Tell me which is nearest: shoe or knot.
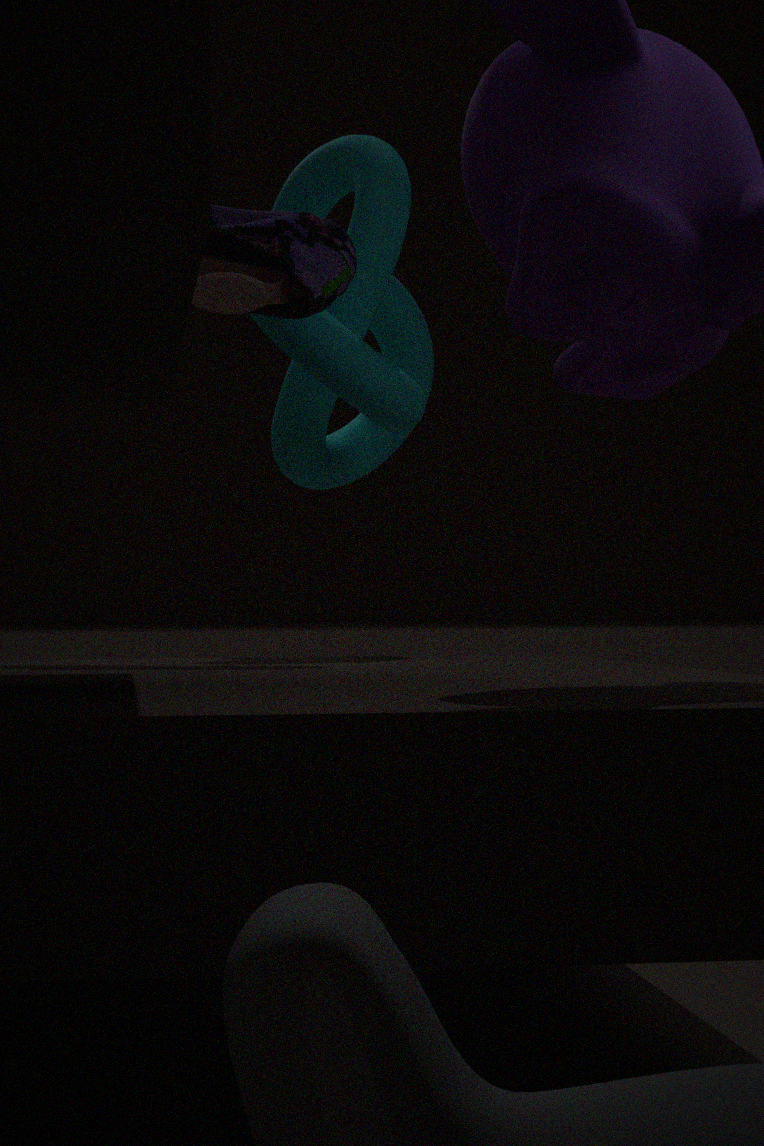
shoe
